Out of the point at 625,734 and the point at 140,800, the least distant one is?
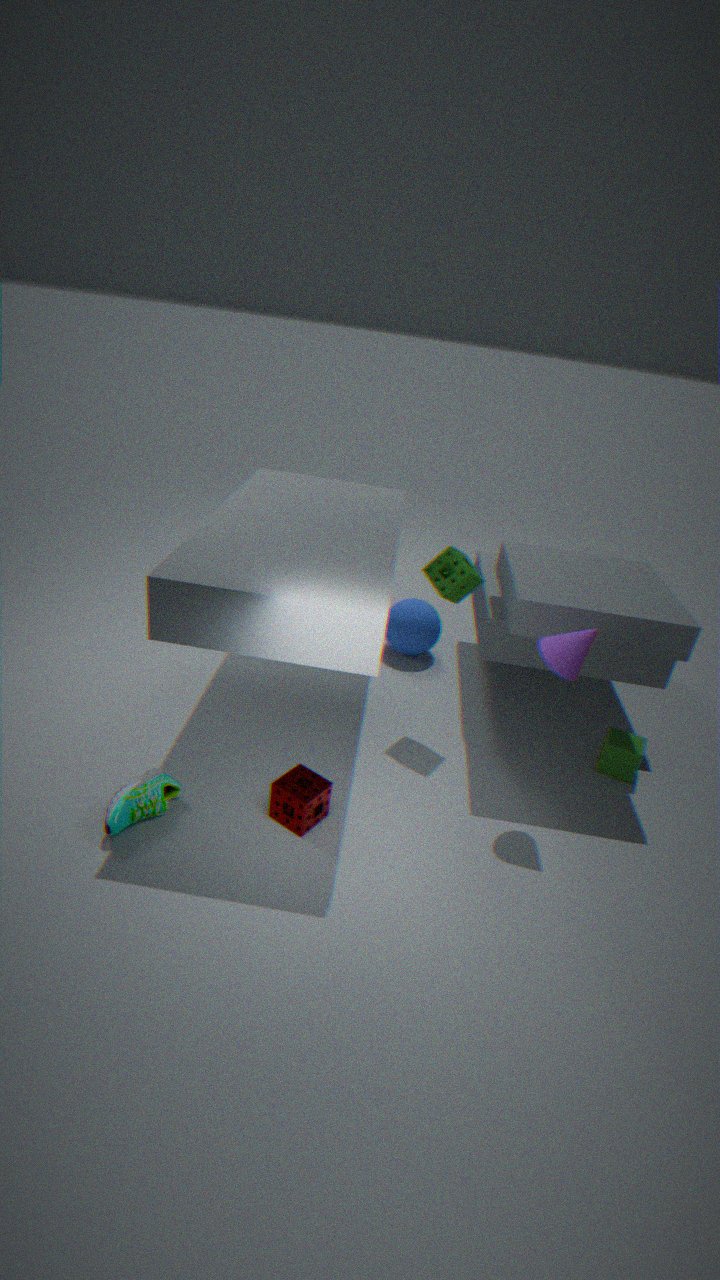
the point at 140,800
